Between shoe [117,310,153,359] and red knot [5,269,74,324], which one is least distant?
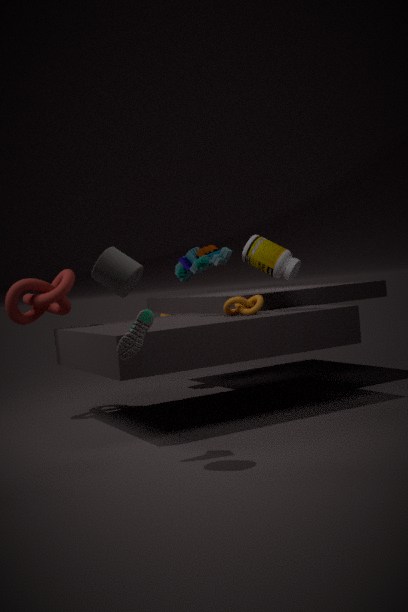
shoe [117,310,153,359]
